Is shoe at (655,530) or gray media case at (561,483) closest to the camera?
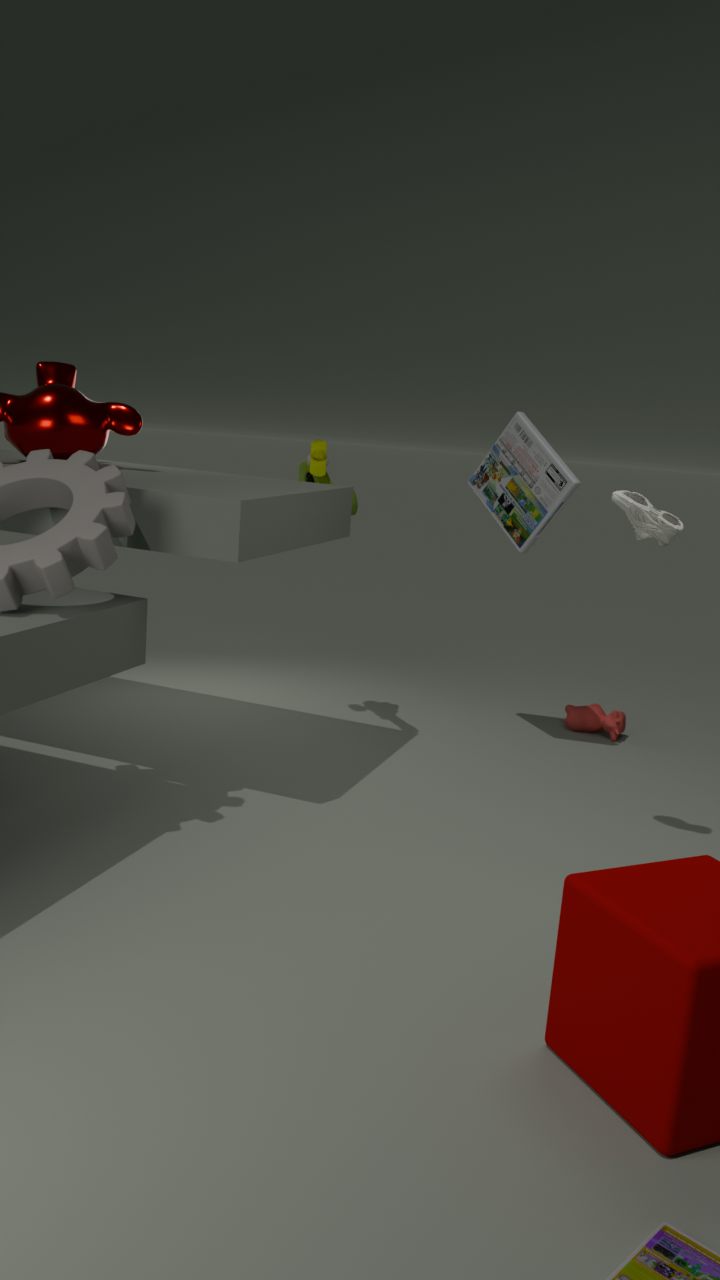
shoe at (655,530)
